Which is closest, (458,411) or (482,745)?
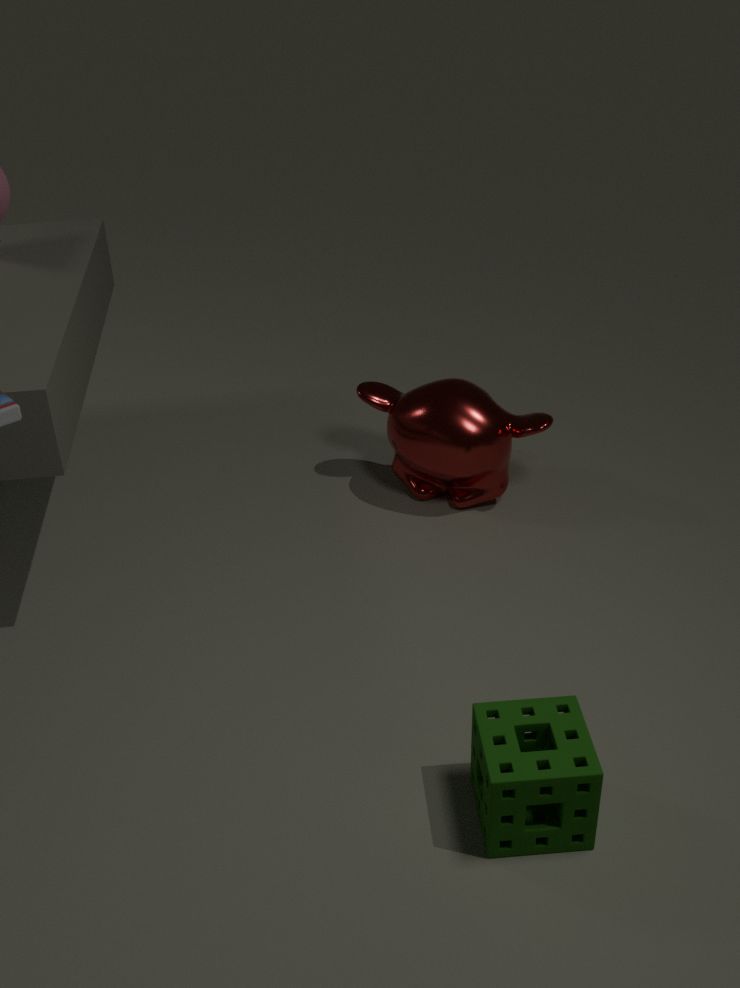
(482,745)
